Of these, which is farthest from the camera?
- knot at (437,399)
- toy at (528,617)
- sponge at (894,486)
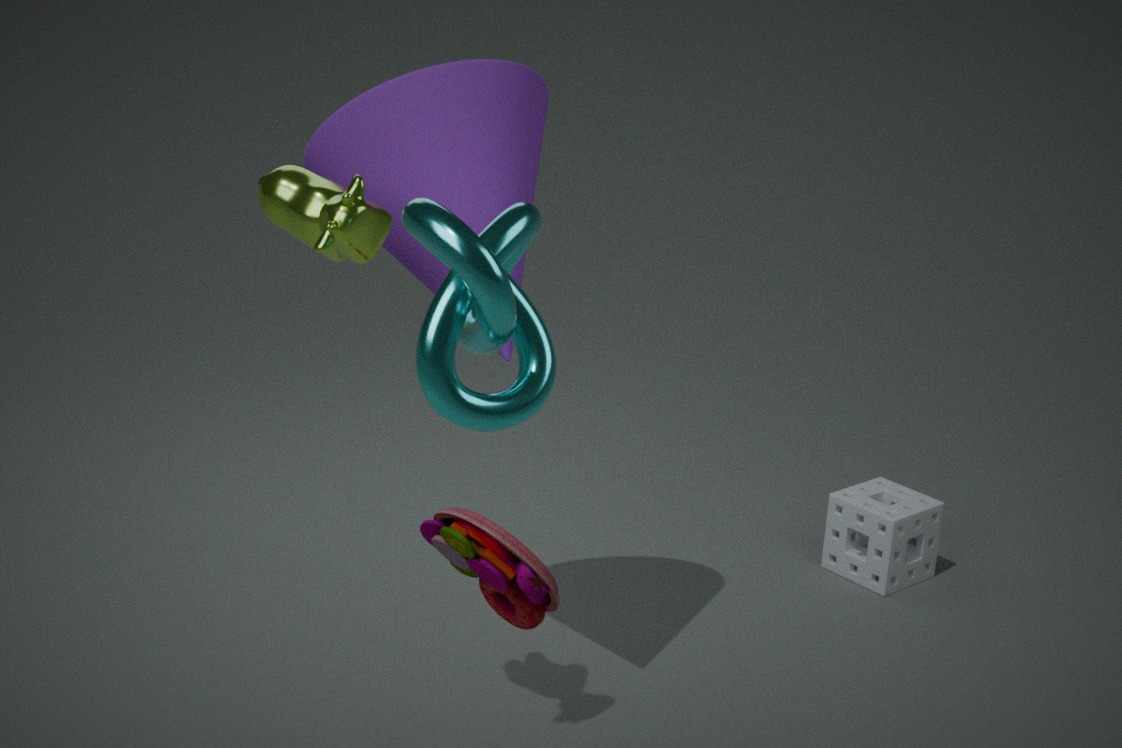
sponge at (894,486)
